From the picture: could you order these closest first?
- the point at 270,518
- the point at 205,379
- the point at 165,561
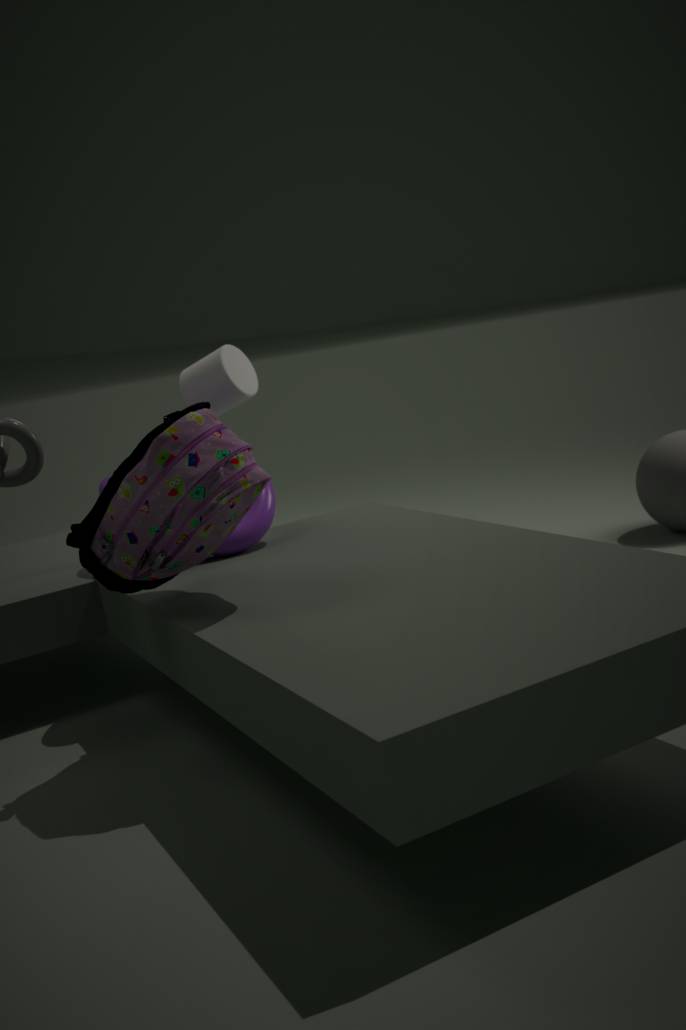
1. the point at 165,561
2. the point at 270,518
3. the point at 205,379
